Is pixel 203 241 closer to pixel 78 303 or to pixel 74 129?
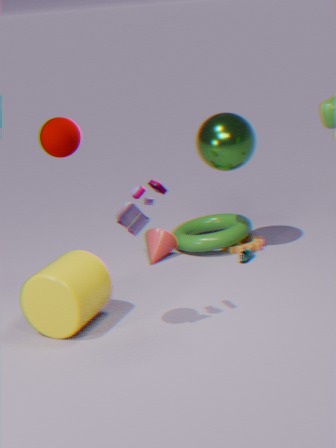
pixel 78 303
